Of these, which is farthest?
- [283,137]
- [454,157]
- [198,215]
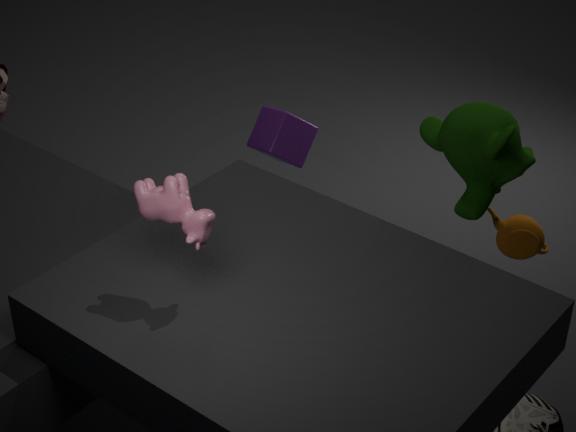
[283,137]
